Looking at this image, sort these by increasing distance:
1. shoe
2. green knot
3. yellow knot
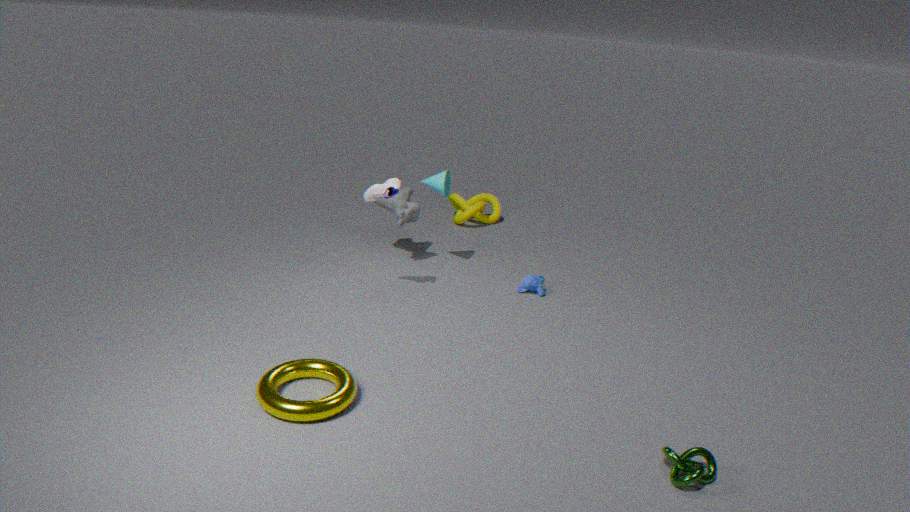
green knot < shoe < yellow knot
